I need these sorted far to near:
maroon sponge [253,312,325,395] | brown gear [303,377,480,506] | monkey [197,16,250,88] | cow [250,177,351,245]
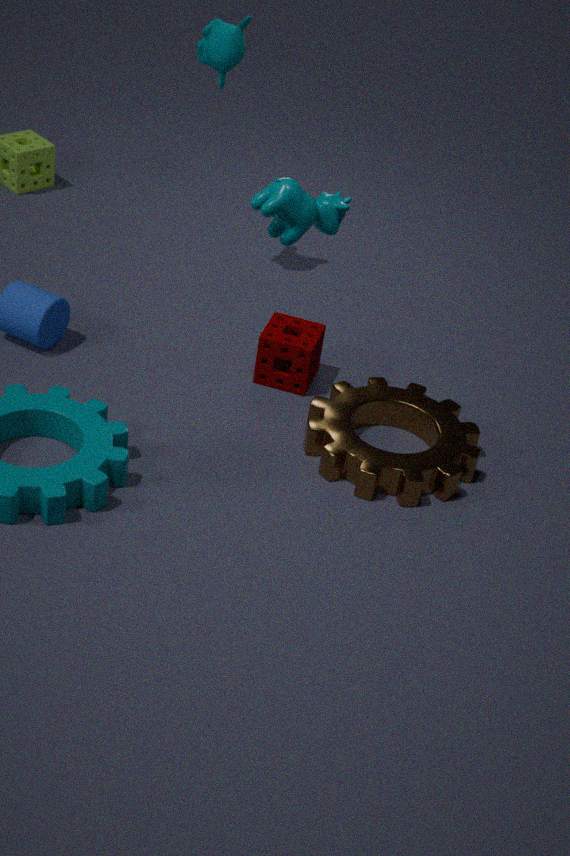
monkey [197,16,250,88] < maroon sponge [253,312,325,395] < brown gear [303,377,480,506] < cow [250,177,351,245]
